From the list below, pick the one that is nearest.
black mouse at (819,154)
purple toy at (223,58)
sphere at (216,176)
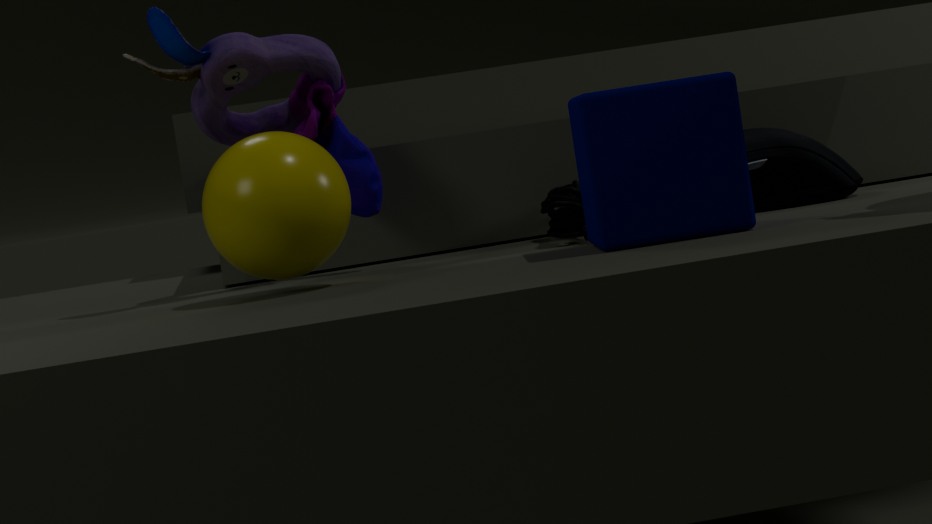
sphere at (216,176)
